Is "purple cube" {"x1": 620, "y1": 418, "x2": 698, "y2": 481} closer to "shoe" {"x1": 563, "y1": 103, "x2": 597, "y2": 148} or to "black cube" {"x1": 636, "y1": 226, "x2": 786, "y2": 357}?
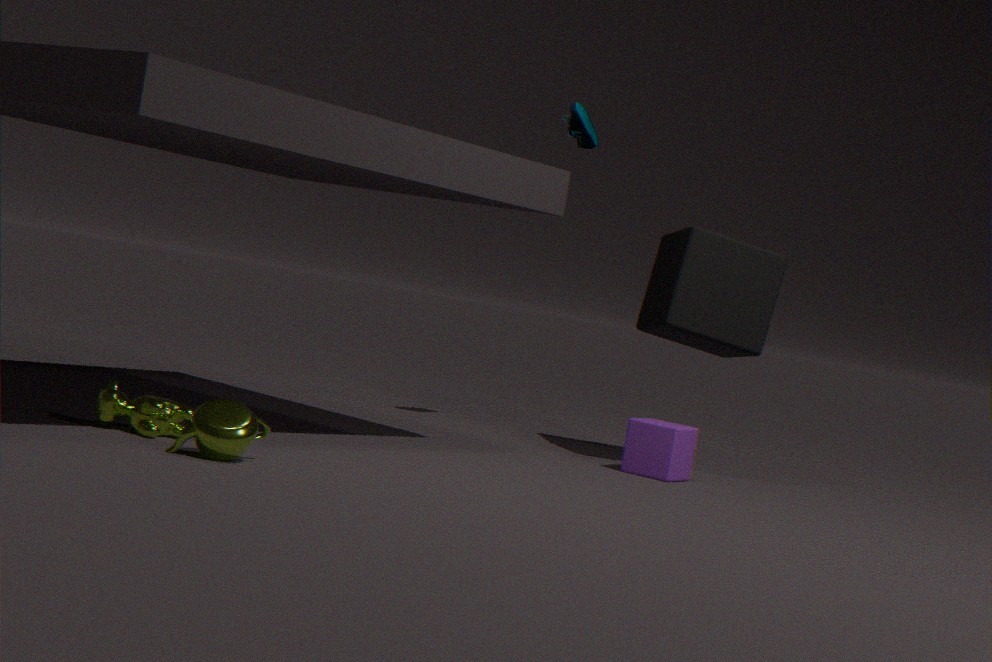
"black cube" {"x1": 636, "y1": 226, "x2": 786, "y2": 357}
